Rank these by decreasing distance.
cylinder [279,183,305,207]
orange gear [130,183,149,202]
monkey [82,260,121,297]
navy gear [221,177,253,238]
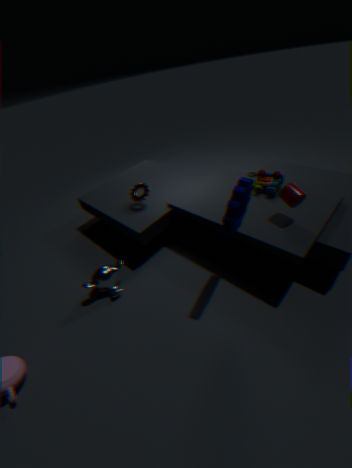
orange gear [130,183,149,202]
monkey [82,260,121,297]
cylinder [279,183,305,207]
navy gear [221,177,253,238]
